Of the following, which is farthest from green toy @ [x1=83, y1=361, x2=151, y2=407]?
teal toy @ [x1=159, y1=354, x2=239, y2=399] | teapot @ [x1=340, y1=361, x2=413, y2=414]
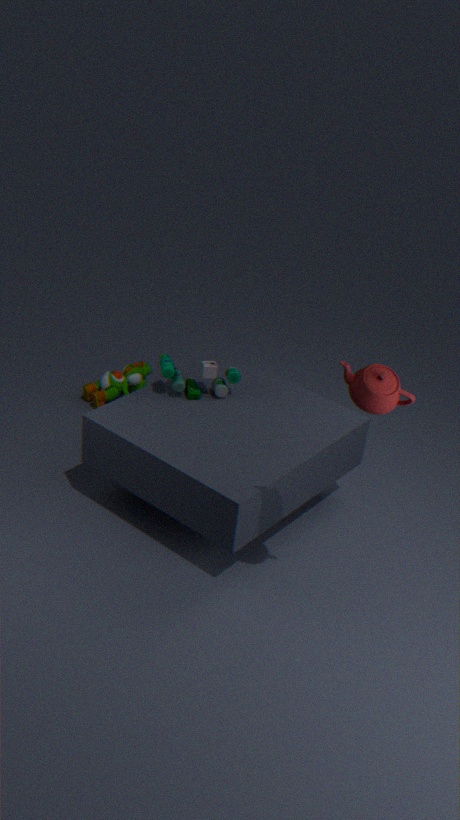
teapot @ [x1=340, y1=361, x2=413, y2=414]
